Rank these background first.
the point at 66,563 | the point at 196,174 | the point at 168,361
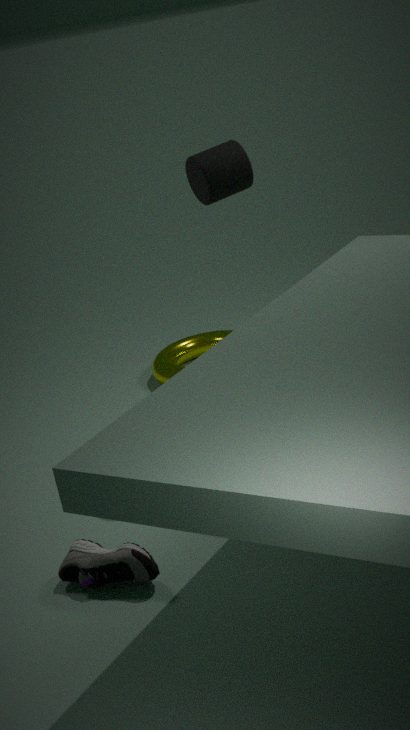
the point at 168,361 < the point at 196,174 < the point at 66,563
